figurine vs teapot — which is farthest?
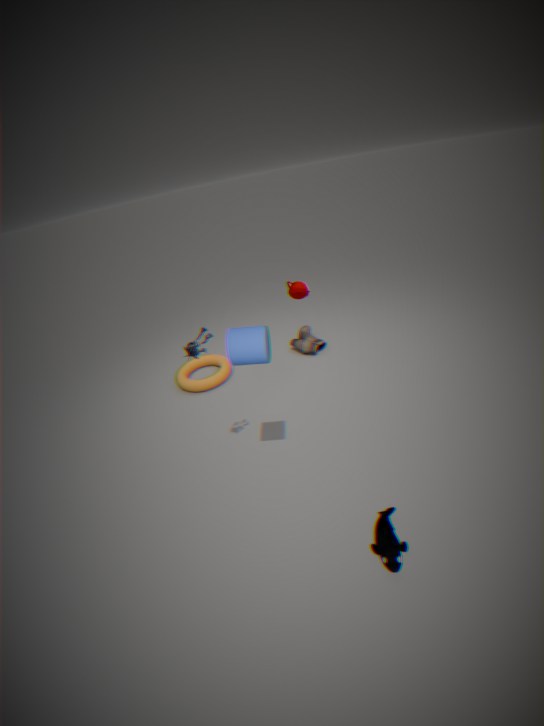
teapot
